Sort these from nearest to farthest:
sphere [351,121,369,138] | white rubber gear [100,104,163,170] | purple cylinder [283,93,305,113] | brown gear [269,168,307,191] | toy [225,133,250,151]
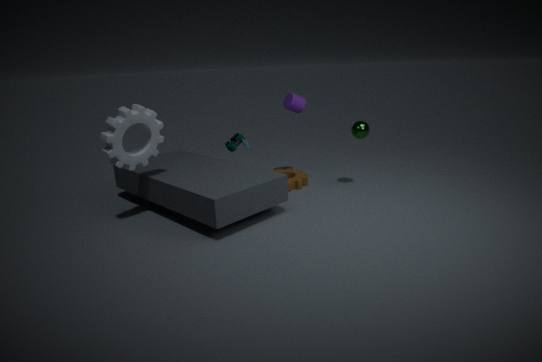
1. white rubber gear [100,104,163,170]
2. sphere [351,121,369,138]
3. toy [225,133,250,151]
4. brown gear [269,168,307,191]
5. purple cylinder [283,93,305,113]
